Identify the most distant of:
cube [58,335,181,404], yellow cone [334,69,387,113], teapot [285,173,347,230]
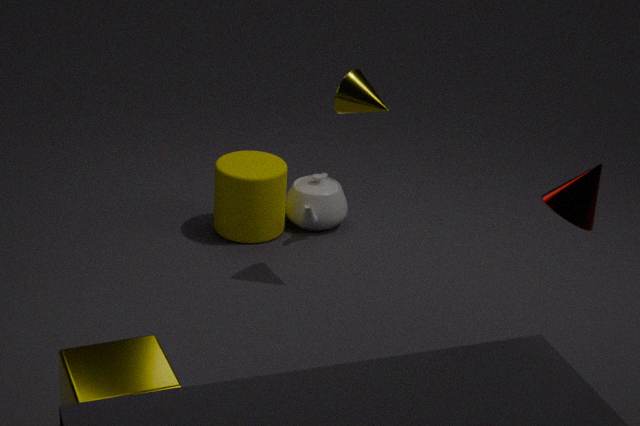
teapot [285,173,347,230]
